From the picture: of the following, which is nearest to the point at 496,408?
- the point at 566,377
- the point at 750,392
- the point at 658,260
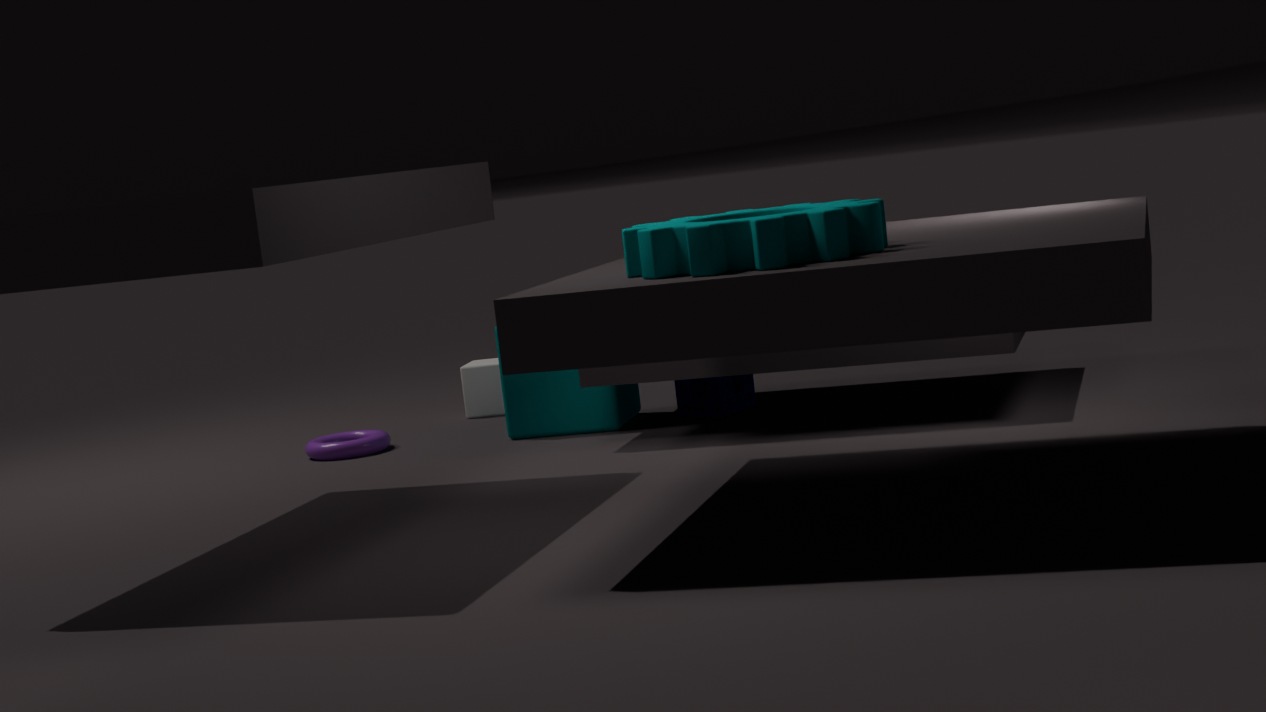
the point at 566,377
